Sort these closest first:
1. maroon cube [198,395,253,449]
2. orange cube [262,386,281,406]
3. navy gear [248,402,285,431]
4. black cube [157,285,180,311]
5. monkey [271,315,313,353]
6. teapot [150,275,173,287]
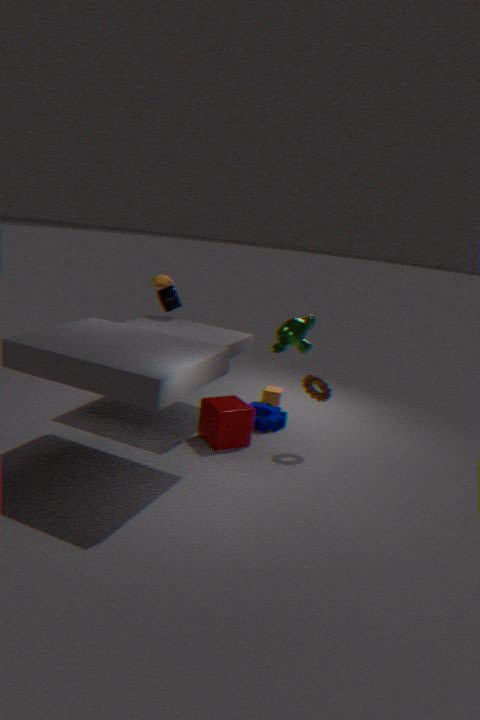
maroon cube [198,395,253,449], navy gear [248,402,285,431], monkey [271,315,313,353], black cube [157,285,180,311], orange cube [262,386,281,406], teapot [150,275,173,287]
